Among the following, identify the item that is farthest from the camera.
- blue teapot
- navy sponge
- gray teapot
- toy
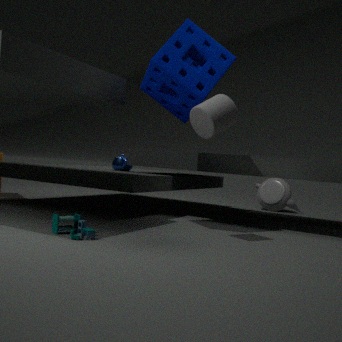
gray teapot
